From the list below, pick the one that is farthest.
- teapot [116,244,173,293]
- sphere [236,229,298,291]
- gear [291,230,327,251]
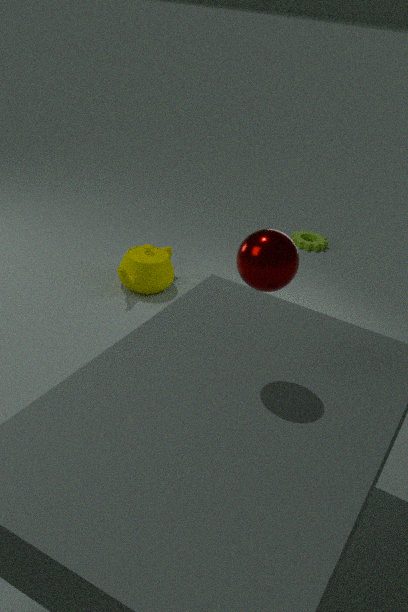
gear [291,230,327,251]
